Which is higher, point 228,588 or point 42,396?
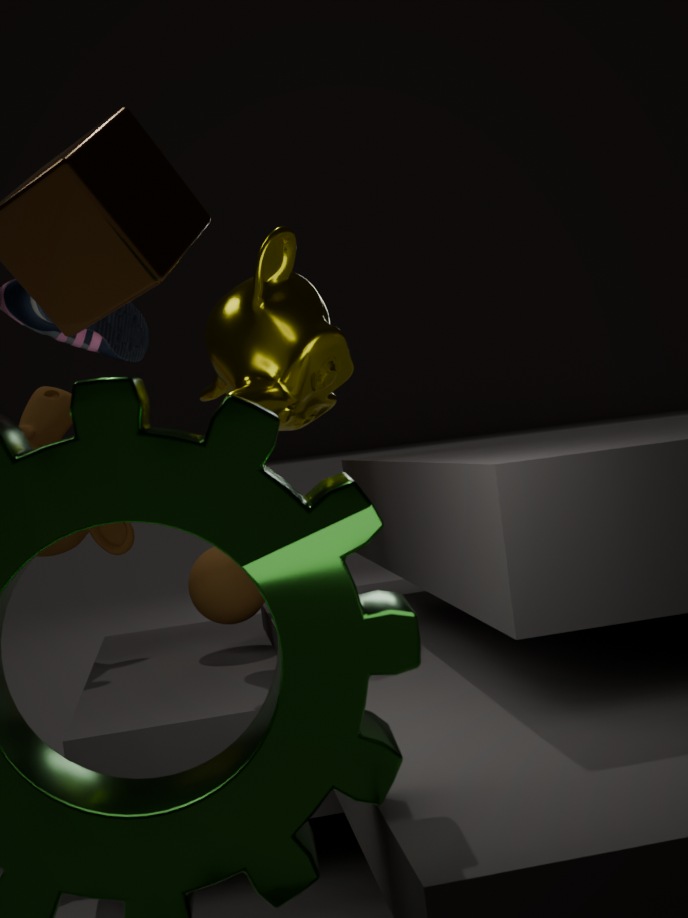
point 42,396
